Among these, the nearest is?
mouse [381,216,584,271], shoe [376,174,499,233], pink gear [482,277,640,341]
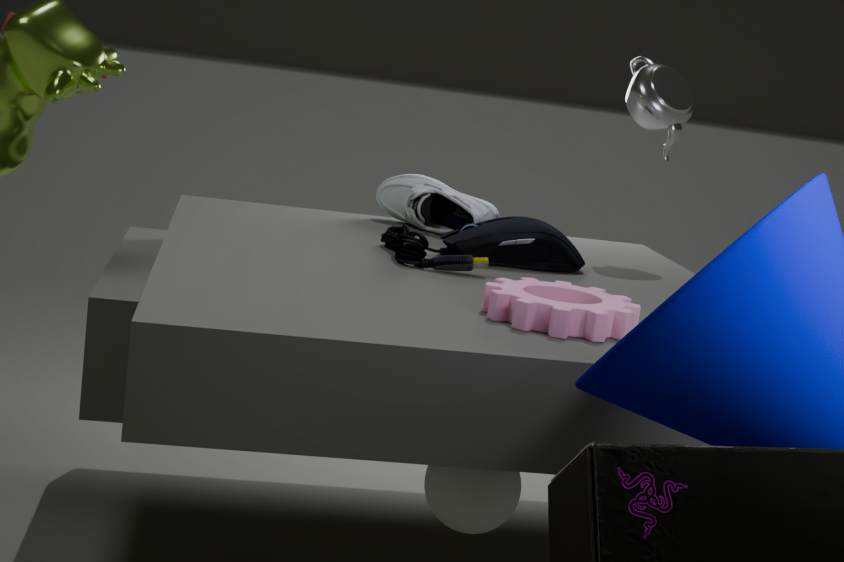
pink gear [482,277,640,341]
